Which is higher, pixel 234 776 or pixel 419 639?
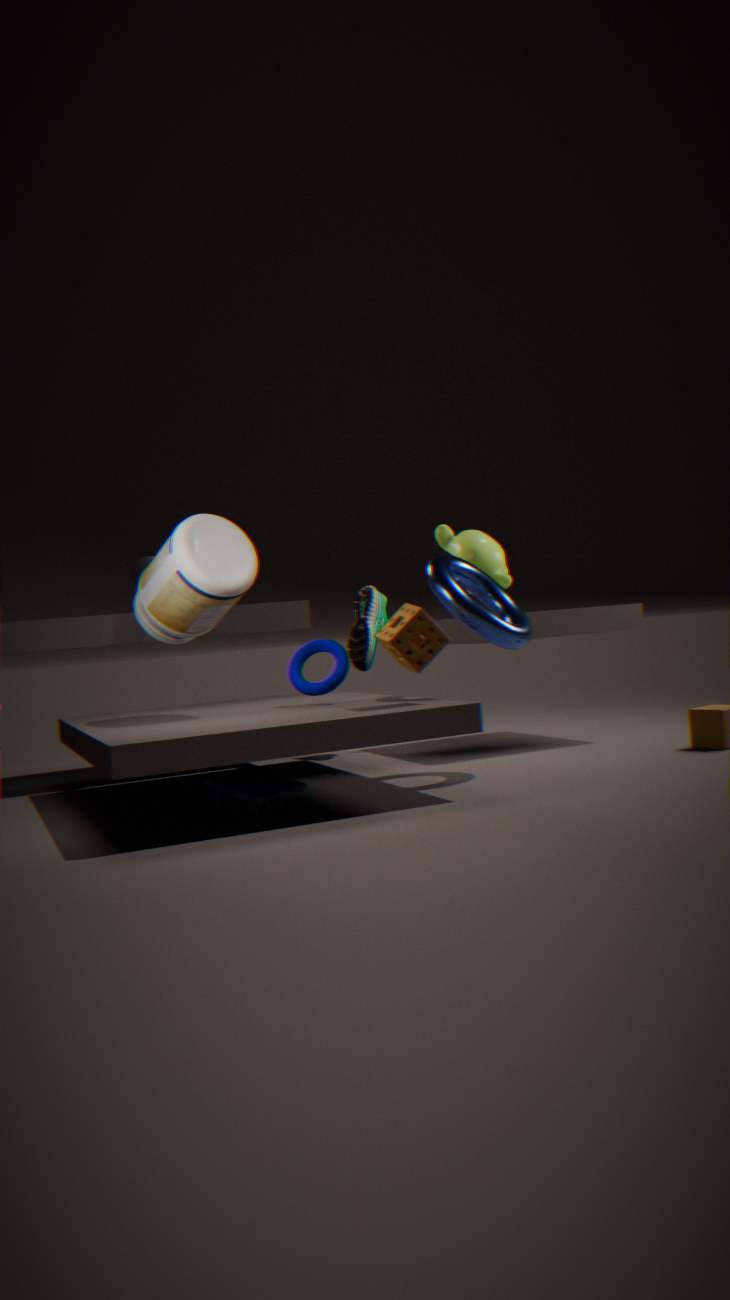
pixel 419 639
